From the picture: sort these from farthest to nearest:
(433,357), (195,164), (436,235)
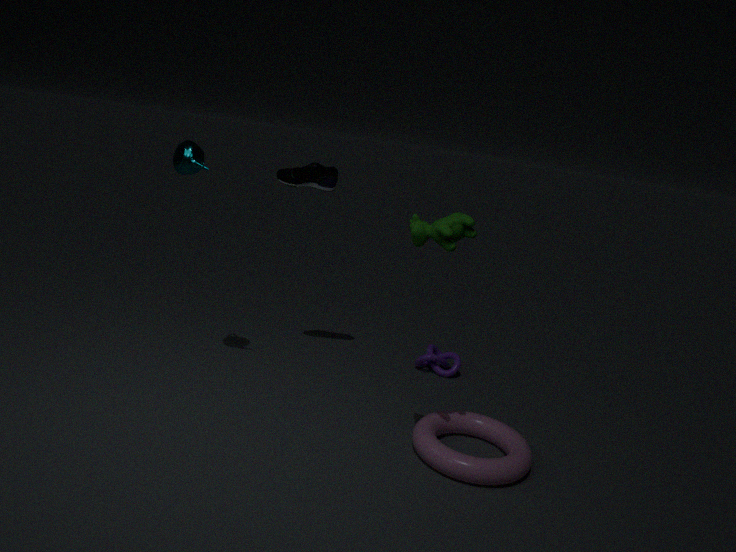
1. (433,357)
2. (195,164)
3. (436,235)
